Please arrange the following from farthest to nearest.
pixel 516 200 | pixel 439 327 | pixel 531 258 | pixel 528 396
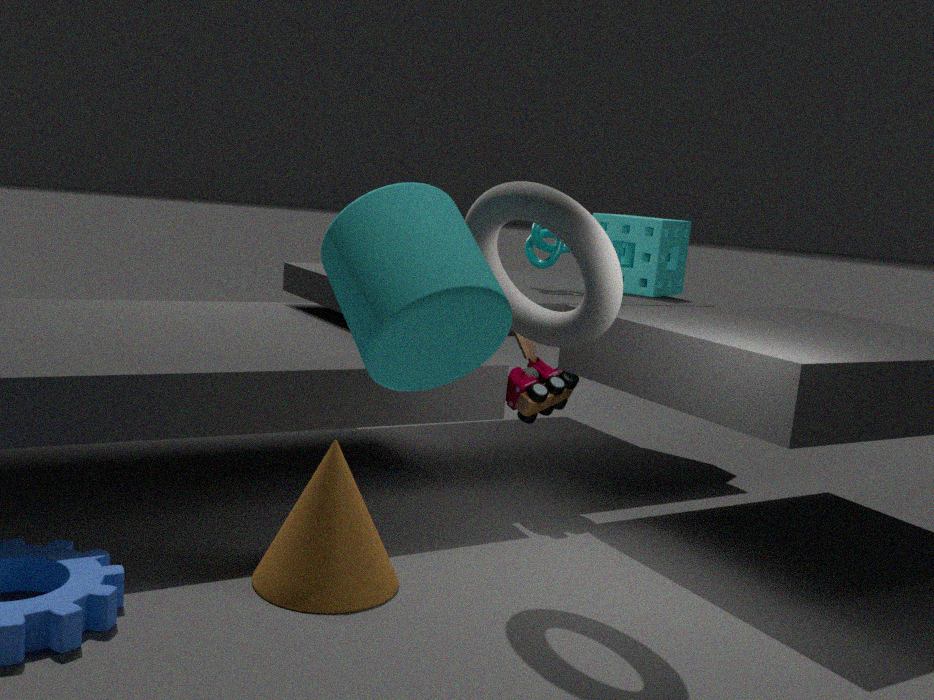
pixel 531 258, pixel 528 396, pixel 516 200, pixel 439 327
